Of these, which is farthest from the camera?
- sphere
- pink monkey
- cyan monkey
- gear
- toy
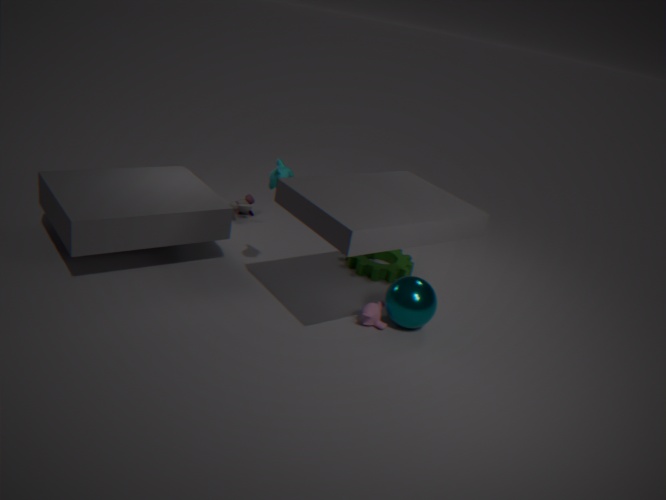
toy
